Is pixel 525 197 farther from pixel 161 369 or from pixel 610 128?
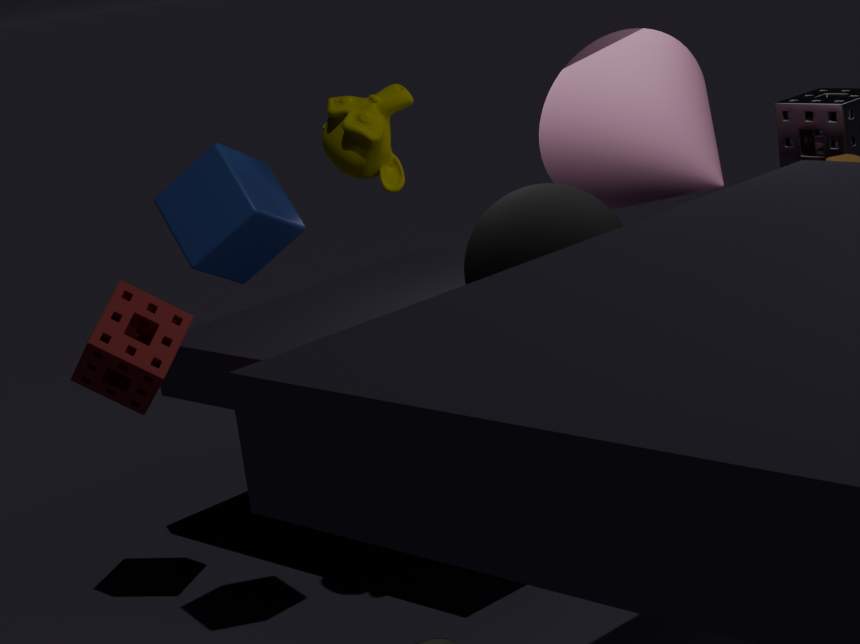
pixel 161 369
